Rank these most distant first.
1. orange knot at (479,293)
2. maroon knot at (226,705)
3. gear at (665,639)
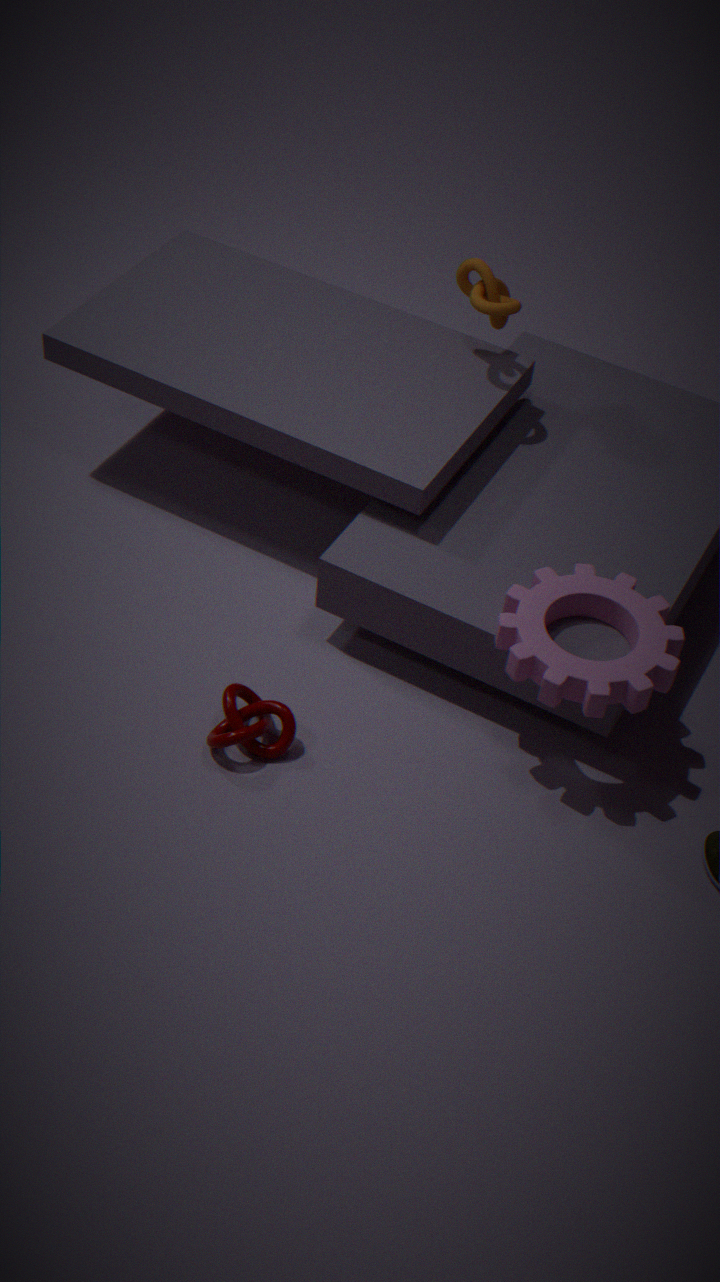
1. orange knot at (479,293)
2. maroon knot at (226,705)
3. gear at (665,639)
